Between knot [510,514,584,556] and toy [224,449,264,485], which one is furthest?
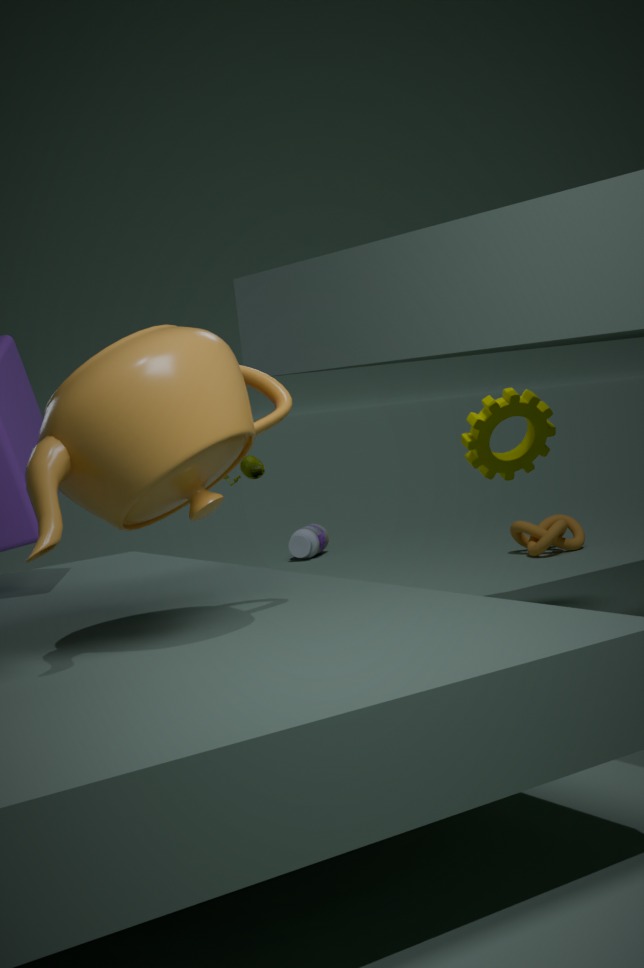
knot [510,514,584,556]
